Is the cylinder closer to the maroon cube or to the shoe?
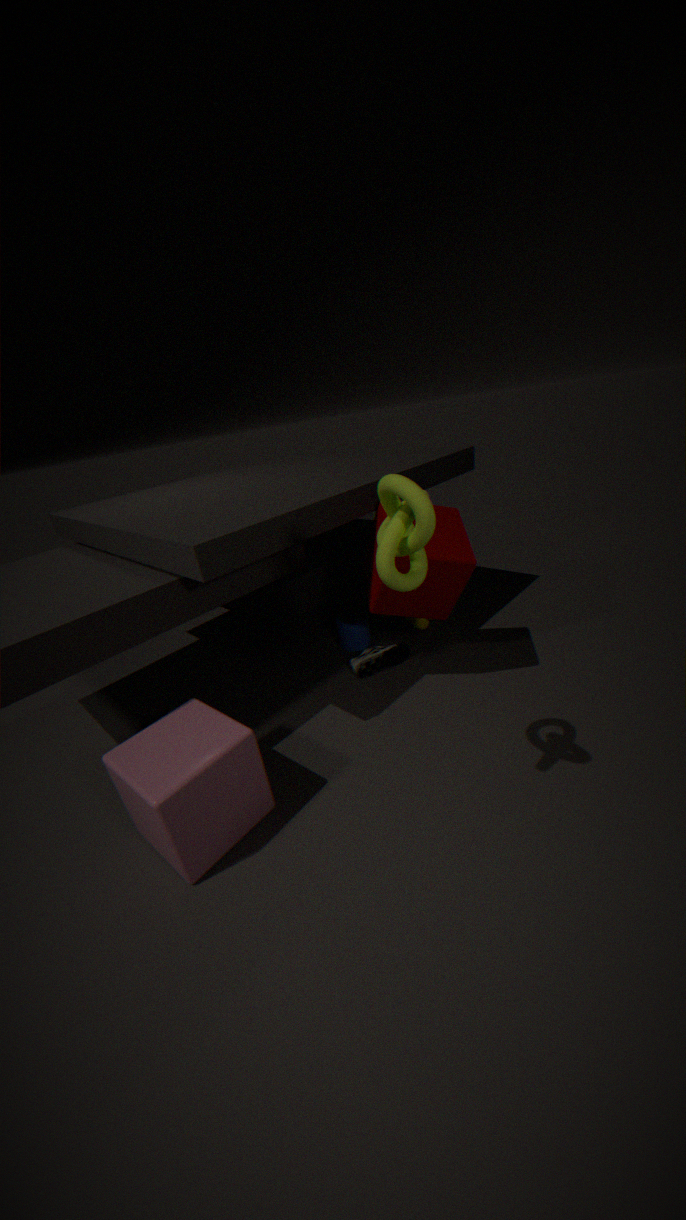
the shoe
